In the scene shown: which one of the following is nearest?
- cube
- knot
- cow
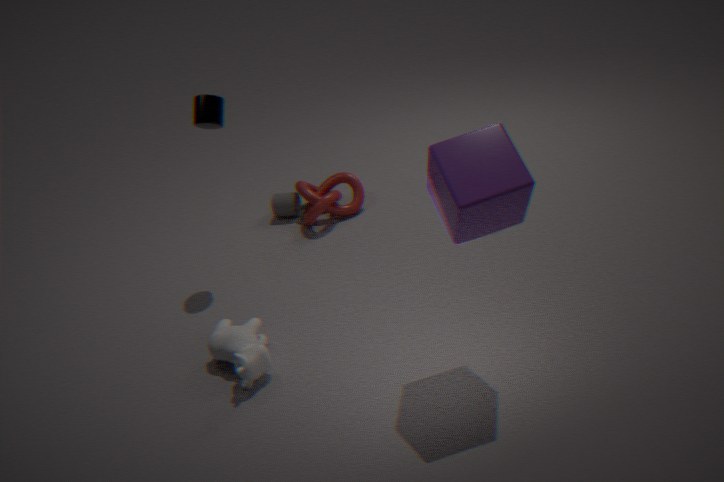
cube
